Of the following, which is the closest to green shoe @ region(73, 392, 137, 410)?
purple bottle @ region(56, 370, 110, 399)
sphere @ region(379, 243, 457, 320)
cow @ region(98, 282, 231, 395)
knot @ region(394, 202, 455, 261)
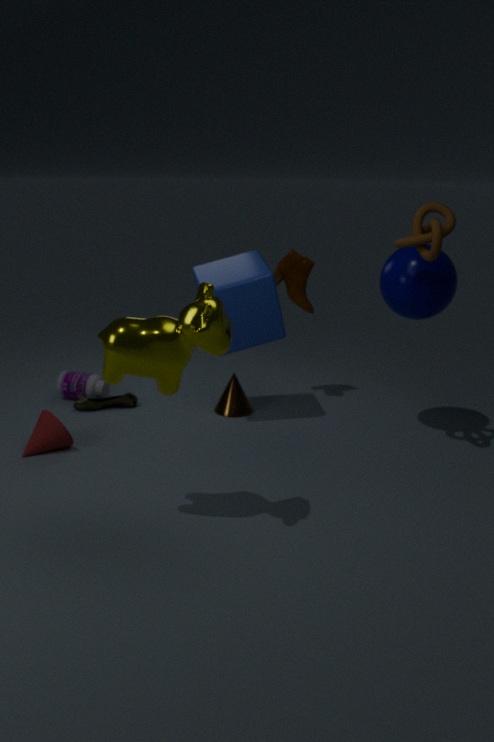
purple bottle @ region(56, 370, 110, 399)
